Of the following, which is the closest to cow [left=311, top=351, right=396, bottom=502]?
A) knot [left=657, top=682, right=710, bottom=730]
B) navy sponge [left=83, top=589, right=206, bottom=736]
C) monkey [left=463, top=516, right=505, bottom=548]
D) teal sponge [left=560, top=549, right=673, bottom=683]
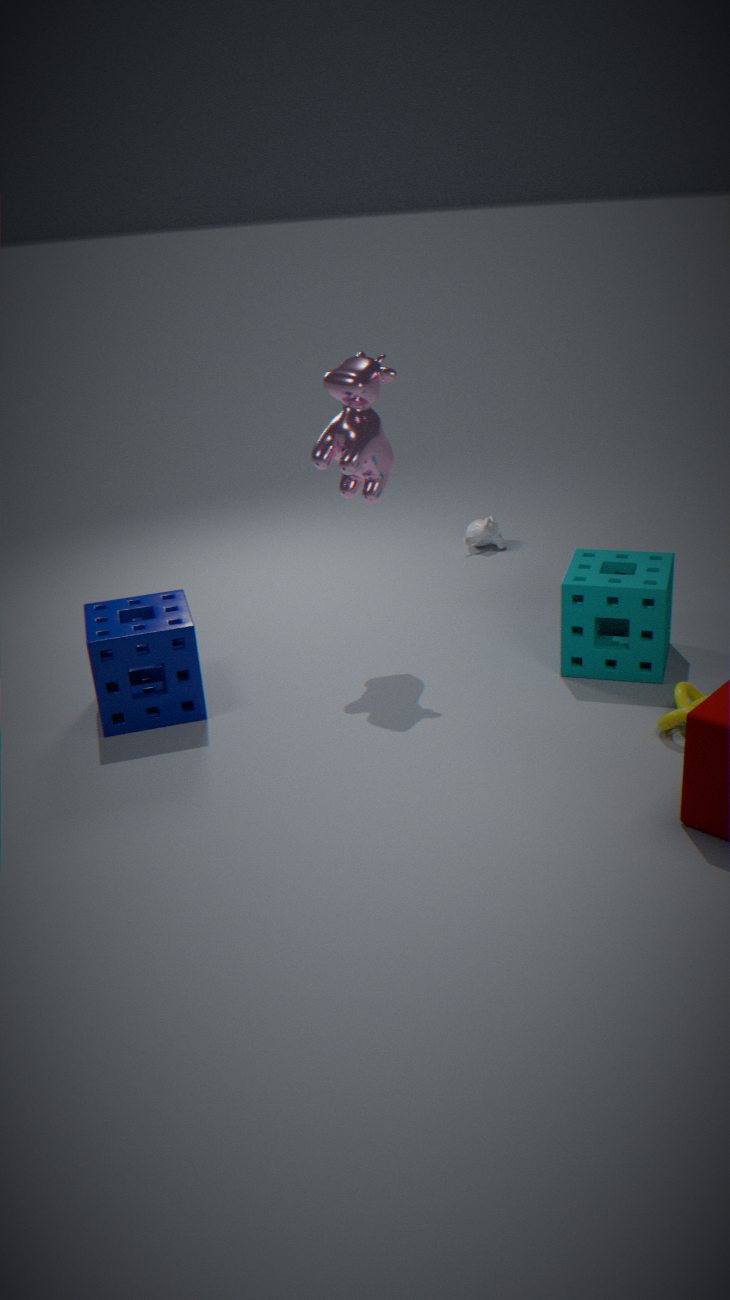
navy sponge [left=83, top=589, right=206, bottom=736]
